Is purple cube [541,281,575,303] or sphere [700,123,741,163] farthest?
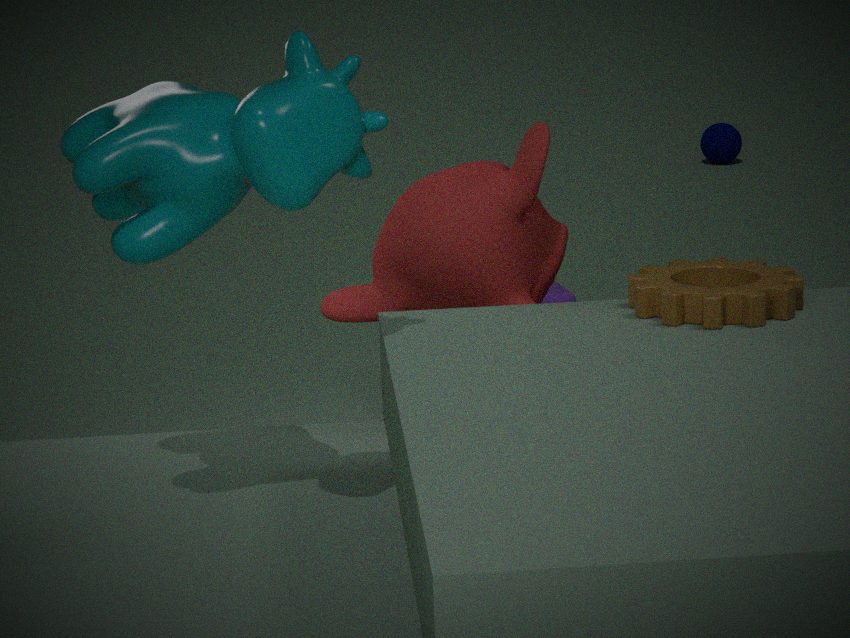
sphere [700,123,741,163]
